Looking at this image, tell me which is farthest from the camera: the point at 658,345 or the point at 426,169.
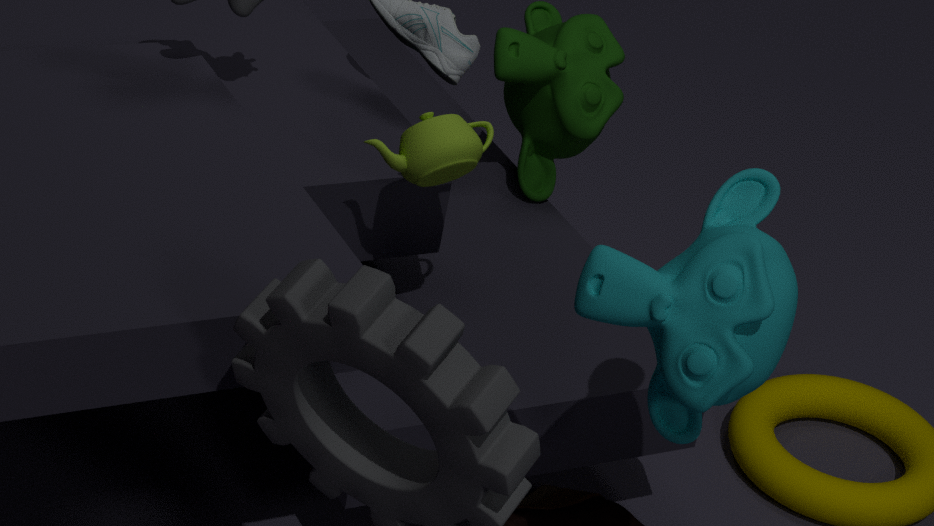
the point at 426,169
